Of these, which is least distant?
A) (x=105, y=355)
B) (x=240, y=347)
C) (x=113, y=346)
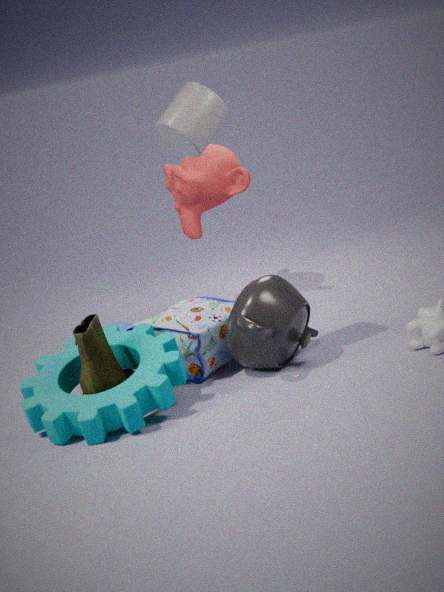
(x=105, y=355)
